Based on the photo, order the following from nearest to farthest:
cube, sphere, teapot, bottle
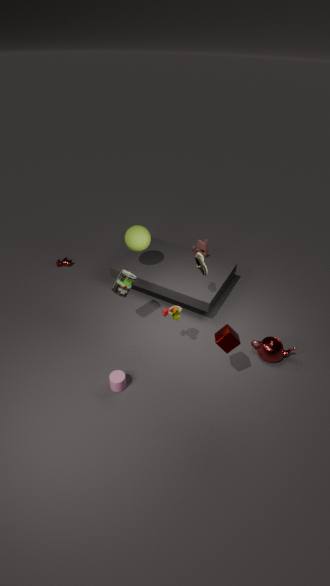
cube → bottle → teapot → sphere
